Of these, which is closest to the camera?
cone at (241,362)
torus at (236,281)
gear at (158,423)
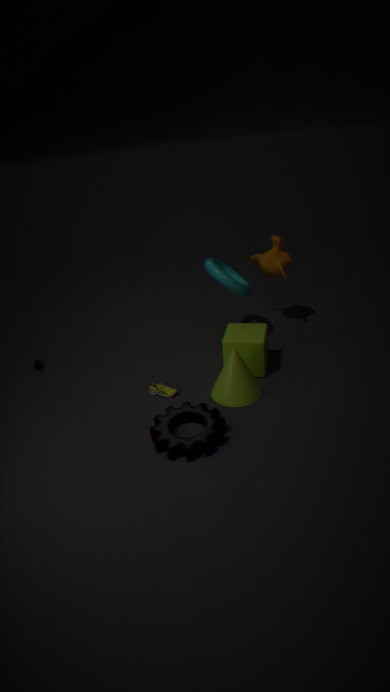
gear at (158,423)
